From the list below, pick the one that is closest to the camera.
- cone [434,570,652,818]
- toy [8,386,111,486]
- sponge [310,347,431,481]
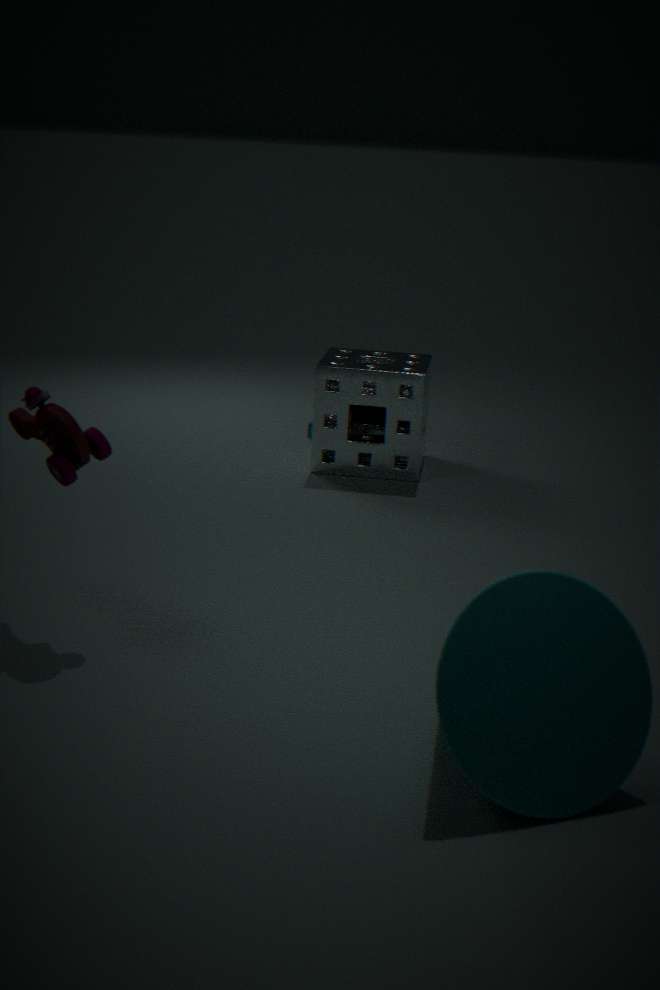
cone [434,570,652,818]
